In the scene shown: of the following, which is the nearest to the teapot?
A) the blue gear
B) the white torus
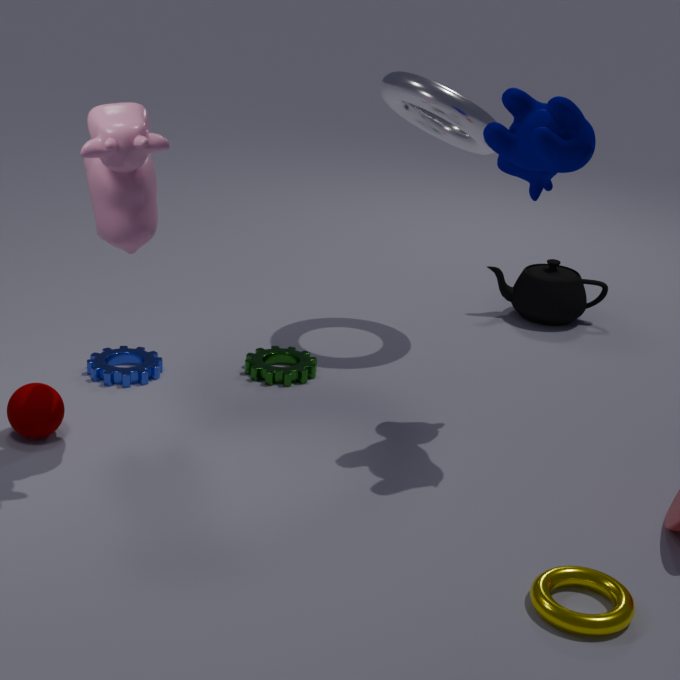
the white torus
